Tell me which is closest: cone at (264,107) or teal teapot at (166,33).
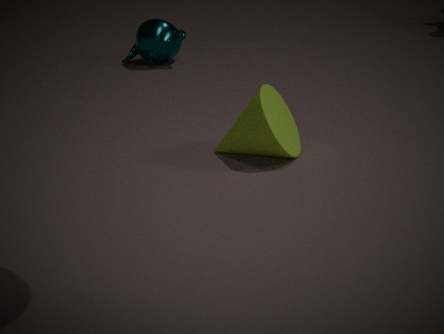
cone at (264,107)
